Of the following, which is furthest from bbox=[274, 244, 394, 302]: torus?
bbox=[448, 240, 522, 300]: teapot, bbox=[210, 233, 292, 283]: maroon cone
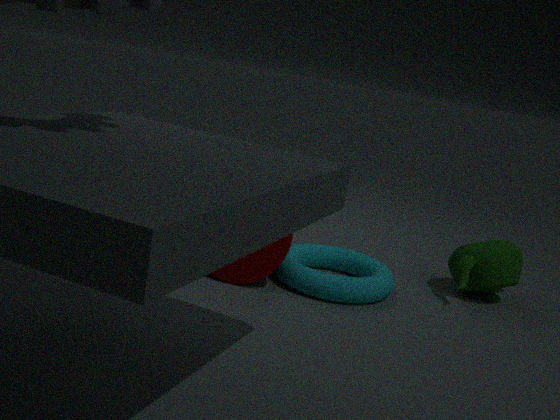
bbox=[448, 240, 522, 300]: teapot
